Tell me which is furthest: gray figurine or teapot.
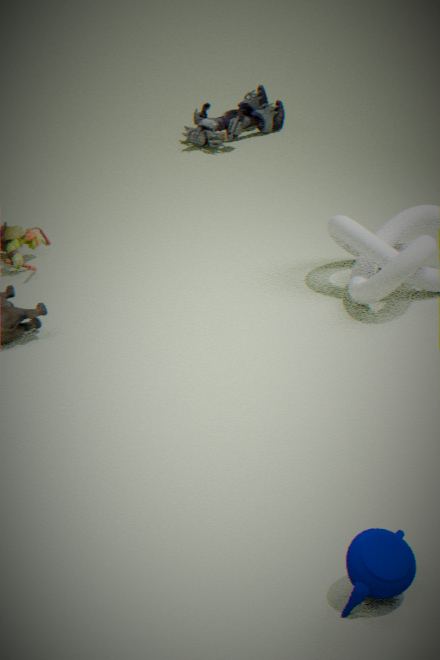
gray figurine
